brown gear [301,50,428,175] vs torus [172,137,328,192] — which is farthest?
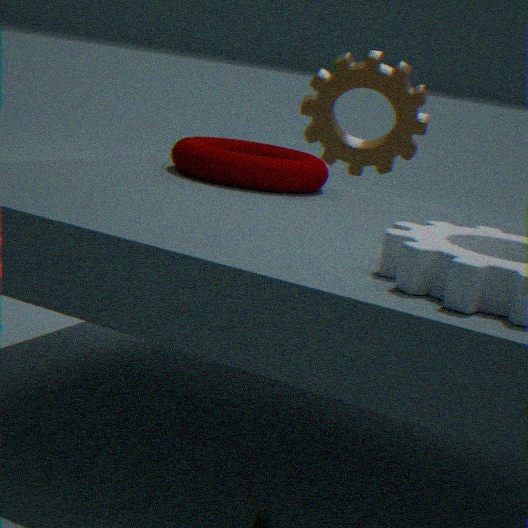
brown gear [301,50,428,175]
